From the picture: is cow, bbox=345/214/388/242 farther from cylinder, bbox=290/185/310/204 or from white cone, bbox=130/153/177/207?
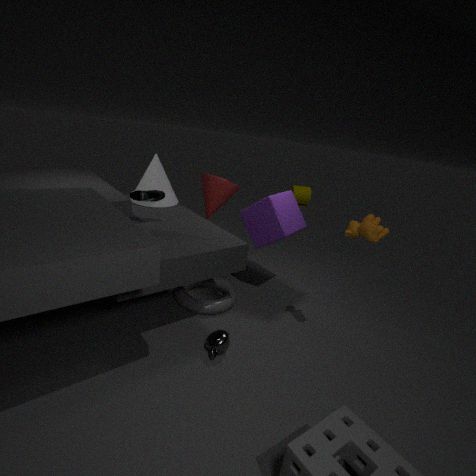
cylinder, bbox=290/185/310/204
